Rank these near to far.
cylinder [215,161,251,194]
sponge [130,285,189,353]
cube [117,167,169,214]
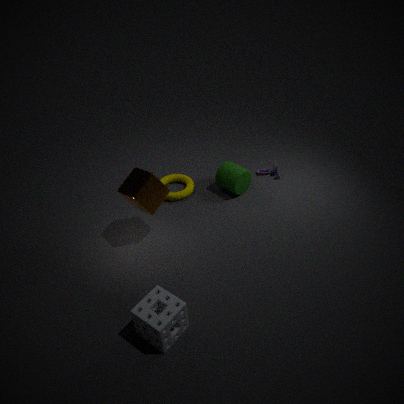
sponge [130,285,189,353] → cube [117,167,169,214] → cylinder [215,161,251,194]
